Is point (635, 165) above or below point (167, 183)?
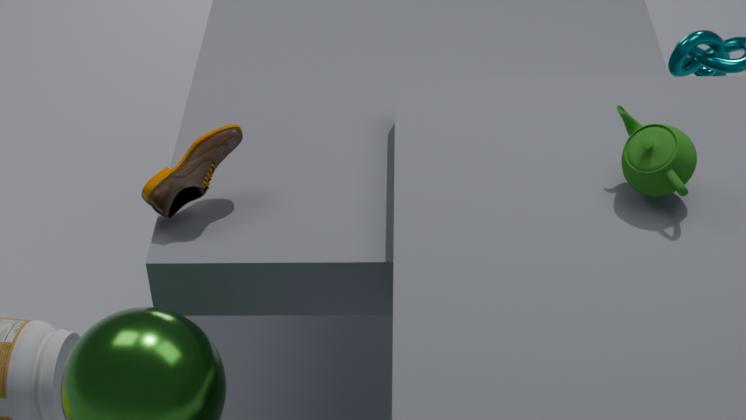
above
